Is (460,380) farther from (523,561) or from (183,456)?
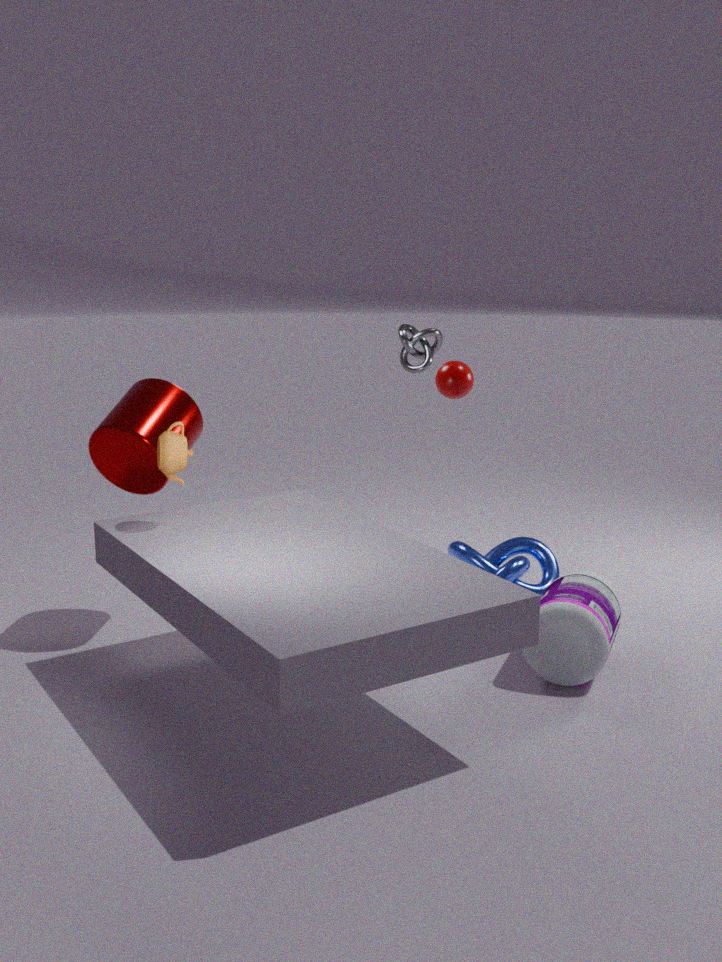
(183,456)
